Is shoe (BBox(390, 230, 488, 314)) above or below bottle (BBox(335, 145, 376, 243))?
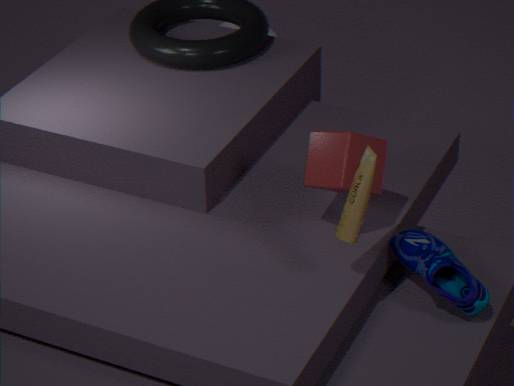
below
